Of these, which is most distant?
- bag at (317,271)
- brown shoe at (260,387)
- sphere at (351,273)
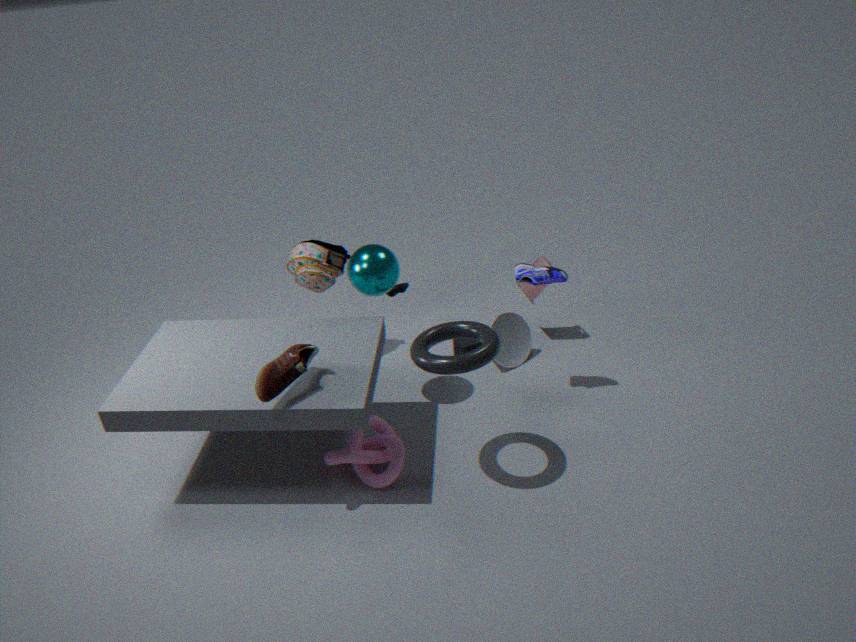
bag at (317,271)
